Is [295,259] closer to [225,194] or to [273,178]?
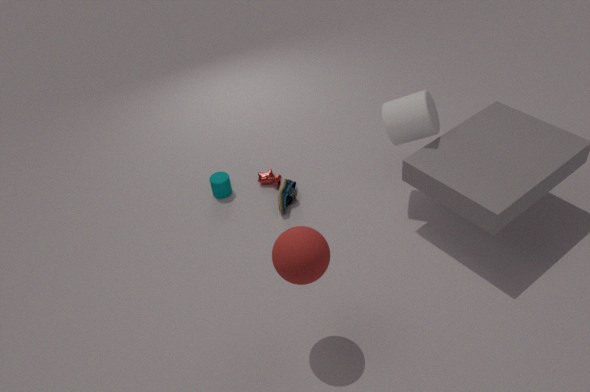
[273,178]
